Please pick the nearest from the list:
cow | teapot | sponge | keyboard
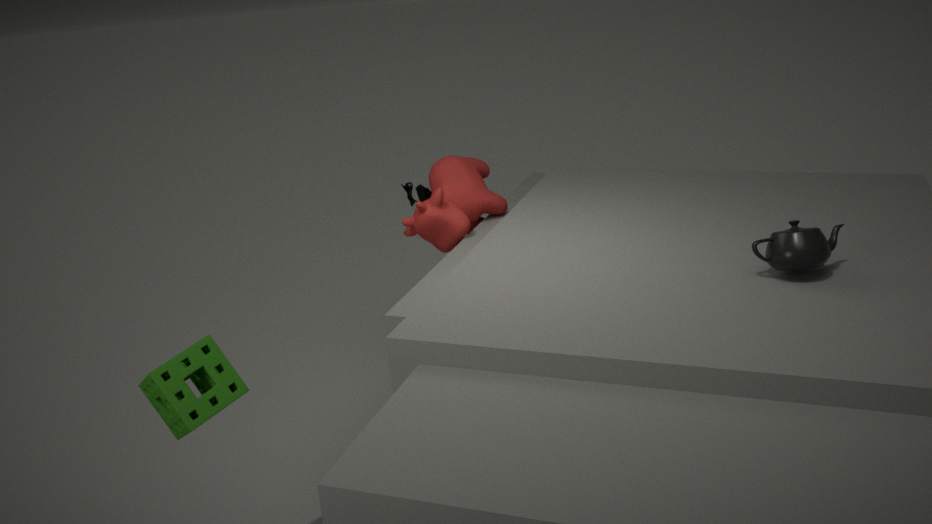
sponge
